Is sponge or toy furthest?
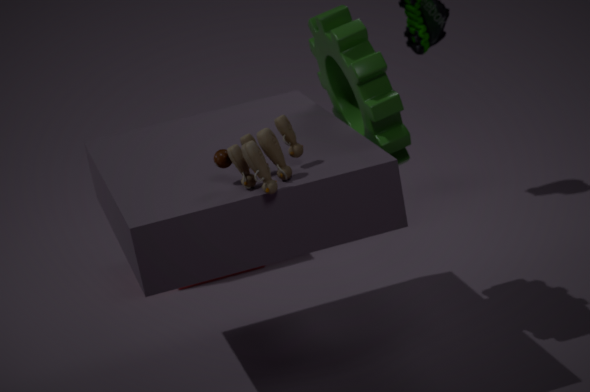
sponge
